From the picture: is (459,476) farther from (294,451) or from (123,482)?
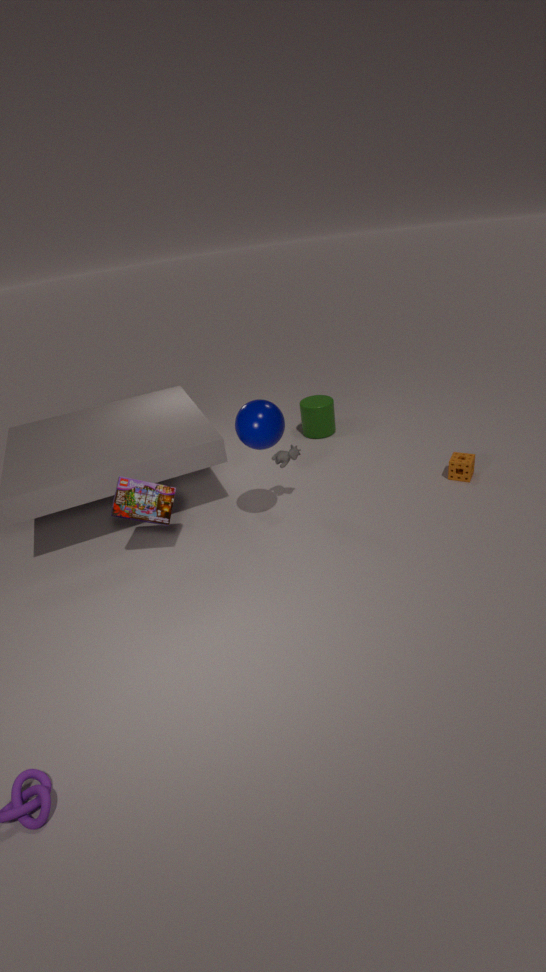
(123,482)
